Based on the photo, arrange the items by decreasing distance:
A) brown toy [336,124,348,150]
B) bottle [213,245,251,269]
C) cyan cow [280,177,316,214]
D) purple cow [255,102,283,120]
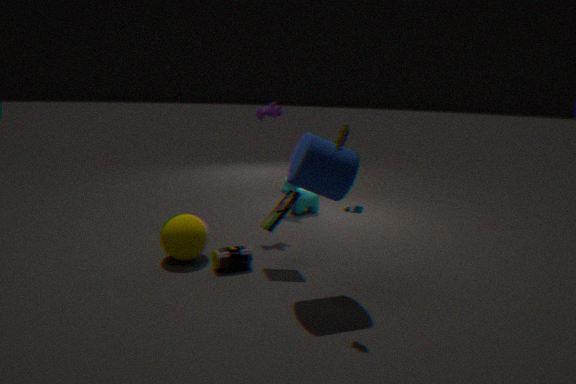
1. cyan cow [280,177,316,214]
2. purple cow [255,102,283,120]
3. bottle [213,245,251,269]
4. brown toy [336,124,348,150]
